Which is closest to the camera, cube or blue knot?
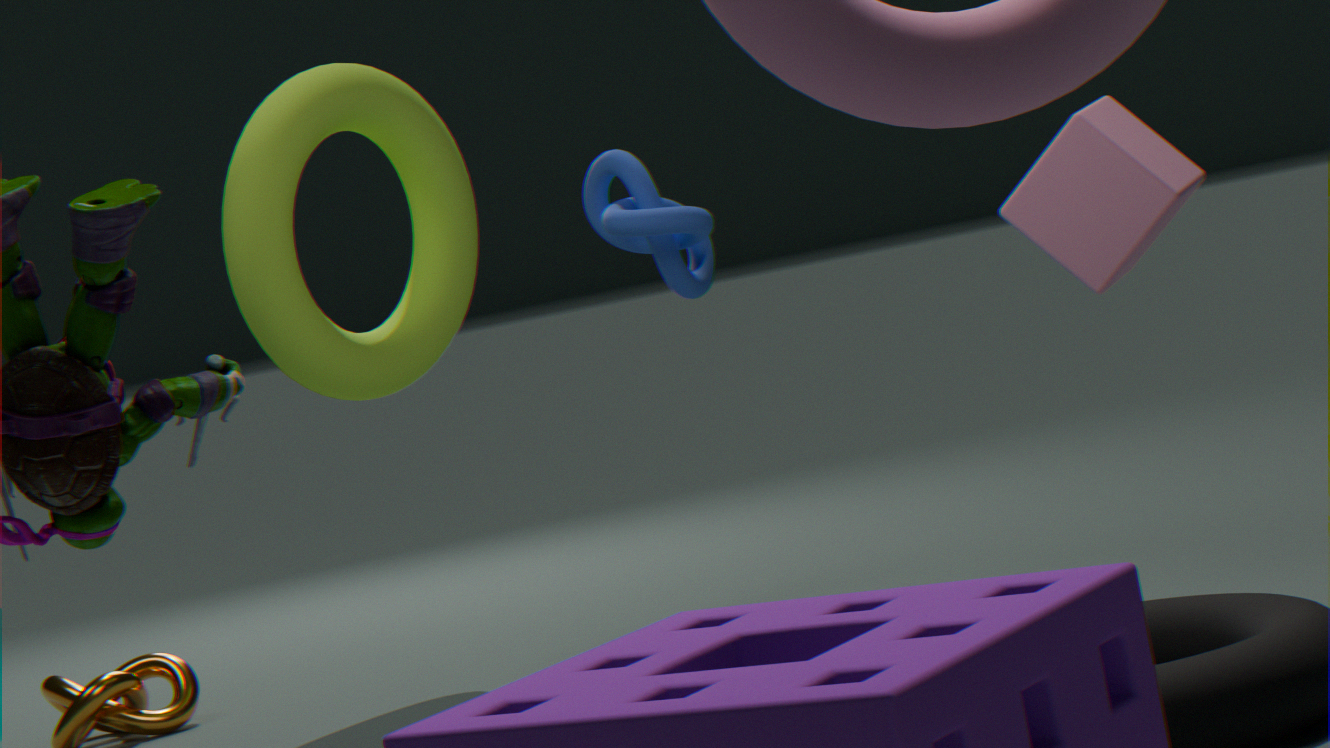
cube
